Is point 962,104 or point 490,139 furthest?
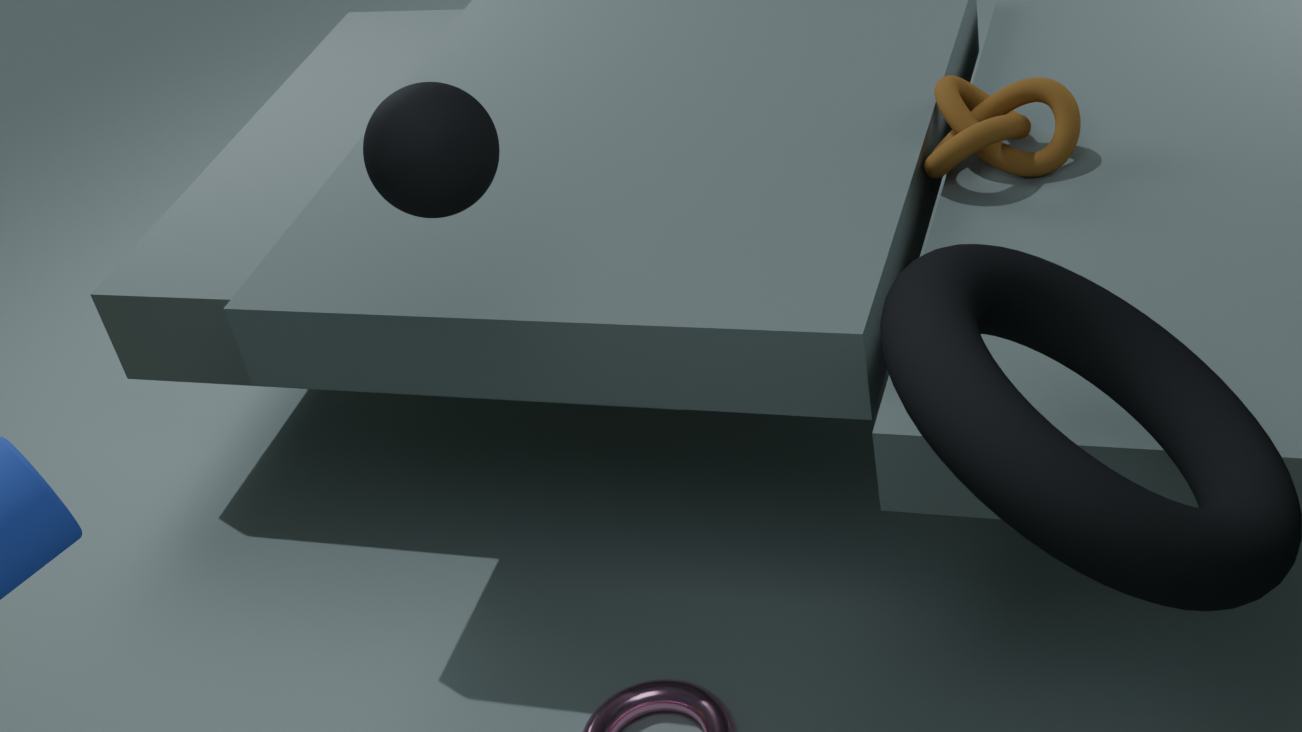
point 962,104
